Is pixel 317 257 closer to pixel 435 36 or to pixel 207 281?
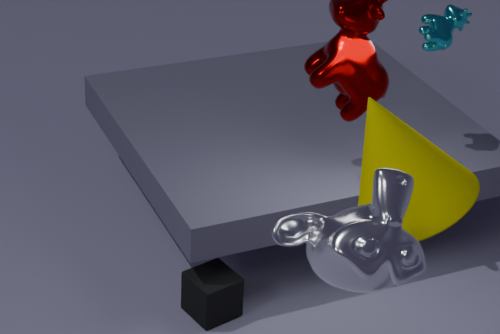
pixel 207 281
